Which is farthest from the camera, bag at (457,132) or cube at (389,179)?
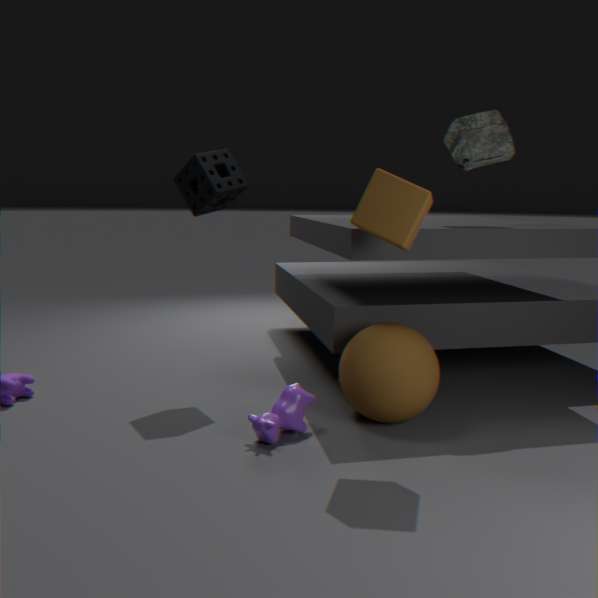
bag at (457,132)
